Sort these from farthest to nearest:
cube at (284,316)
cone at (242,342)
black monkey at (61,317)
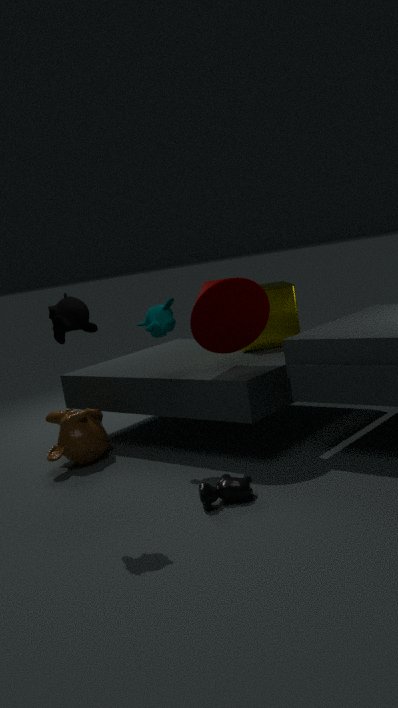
cube at (284,316) < cone at (242,342) < black monkey at (61,317)
